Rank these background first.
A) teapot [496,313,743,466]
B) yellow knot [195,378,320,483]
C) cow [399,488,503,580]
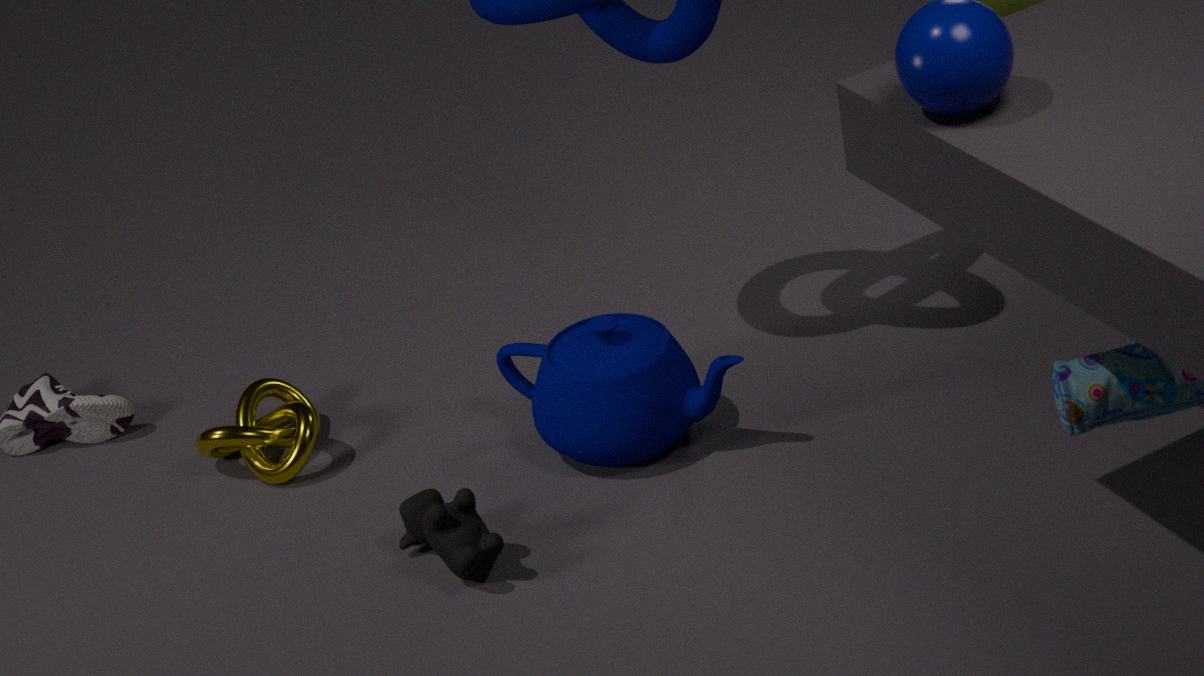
yellow knot [195,378,320,483] < teapot [496,313,743,466] < cow [399,488,503,580]
